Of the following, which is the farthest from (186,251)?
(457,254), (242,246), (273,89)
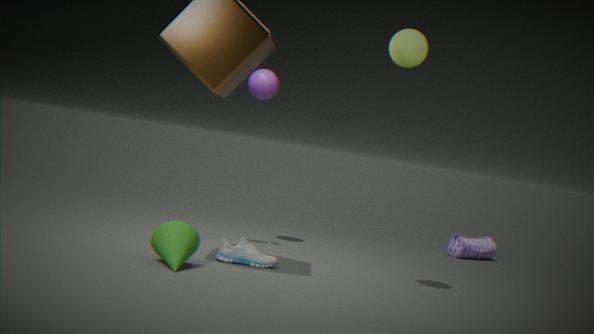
(457,254)
